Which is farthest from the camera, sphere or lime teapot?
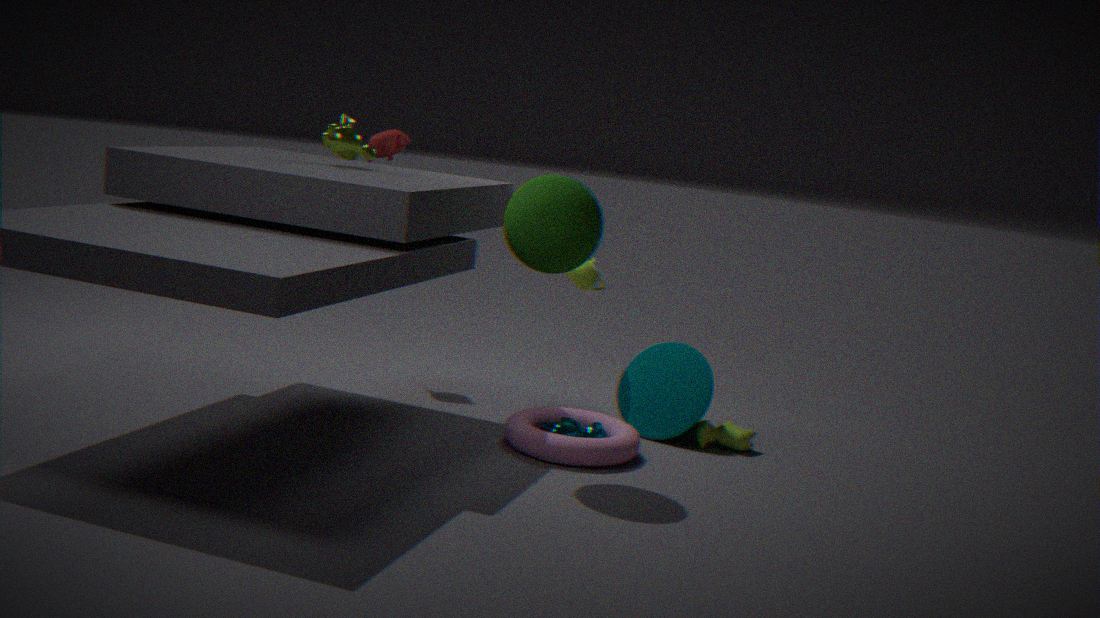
lime teapot
